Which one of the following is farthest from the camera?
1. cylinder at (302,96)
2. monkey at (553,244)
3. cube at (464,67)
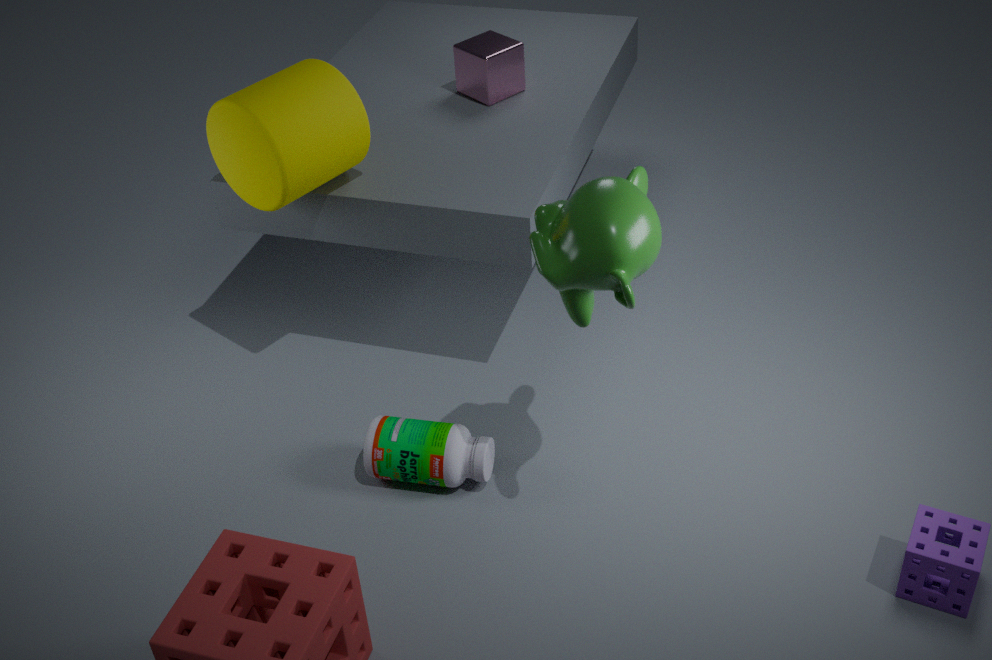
cube at (464,67)
